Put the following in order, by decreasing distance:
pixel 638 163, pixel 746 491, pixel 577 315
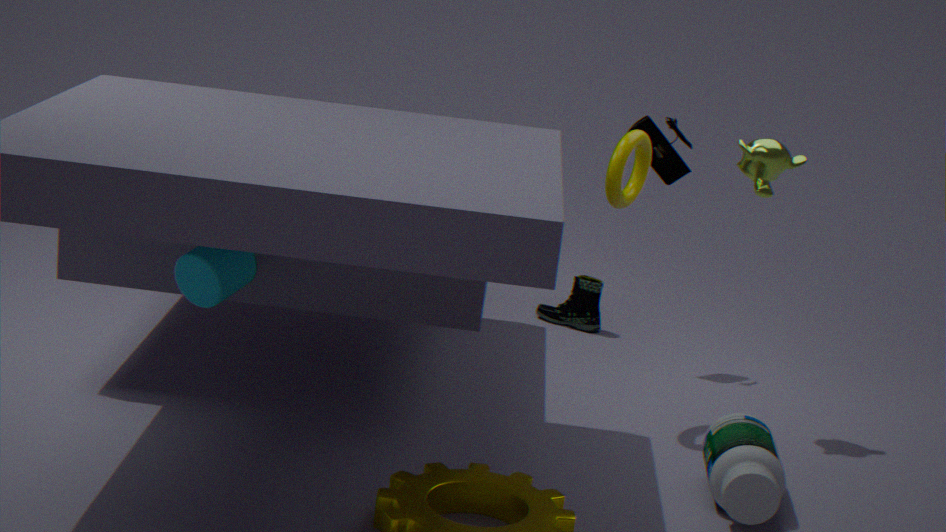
pixel 577 315 → pixel 638 163 → pixel 746 491
